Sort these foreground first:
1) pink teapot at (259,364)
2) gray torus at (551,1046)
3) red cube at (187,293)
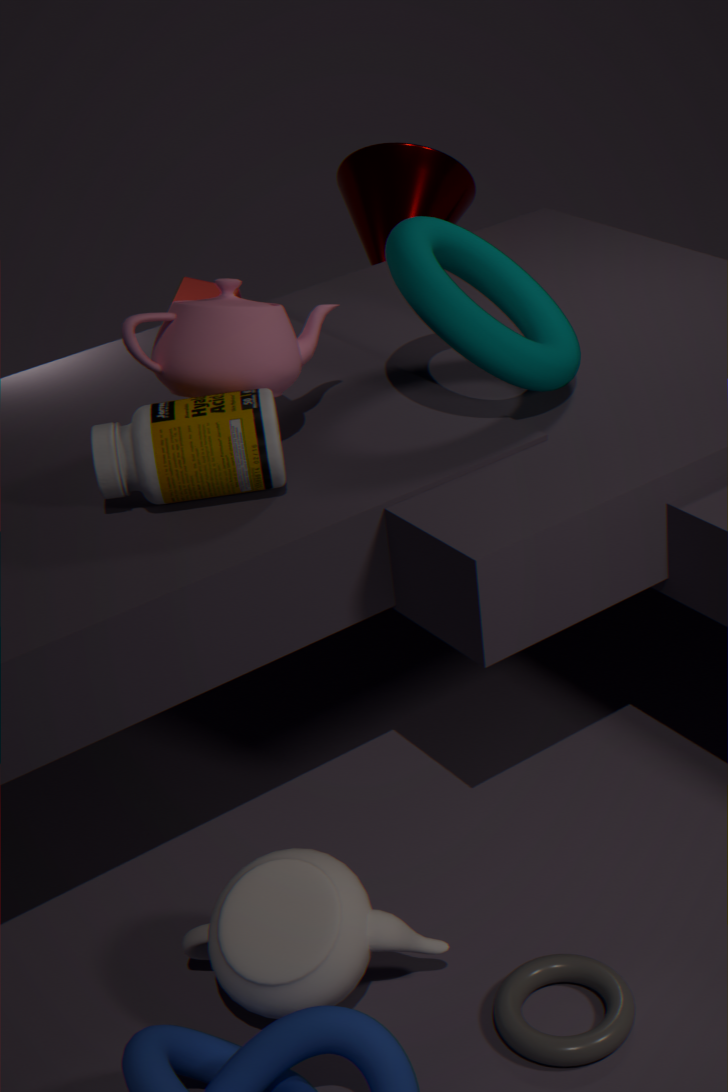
2. gray torus at (551,1046) < 1. pink teapot at (259,364) < 3. red cube at (187,293)
